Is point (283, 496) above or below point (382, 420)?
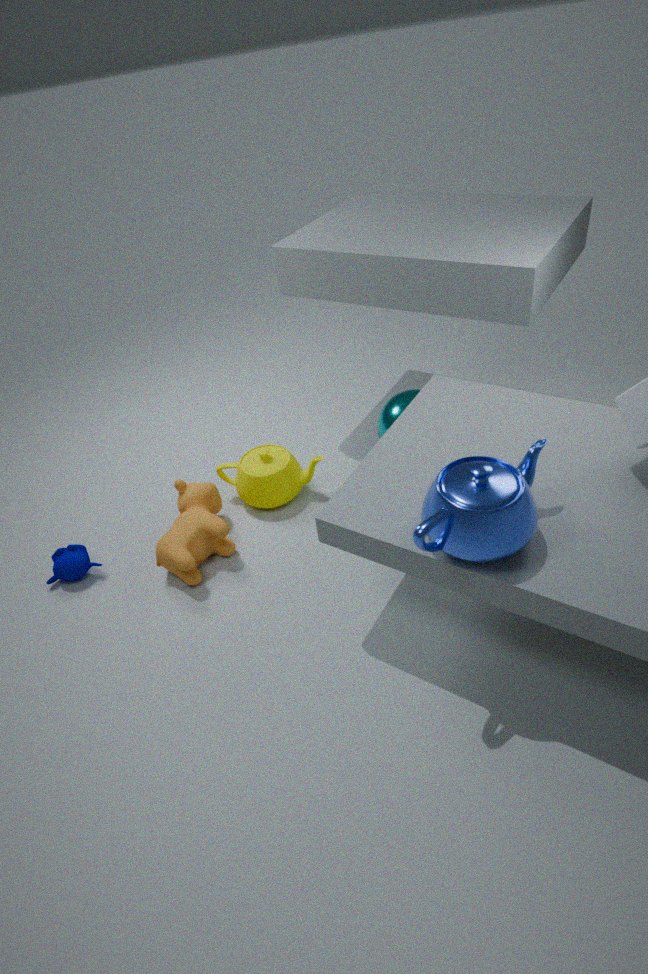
below
